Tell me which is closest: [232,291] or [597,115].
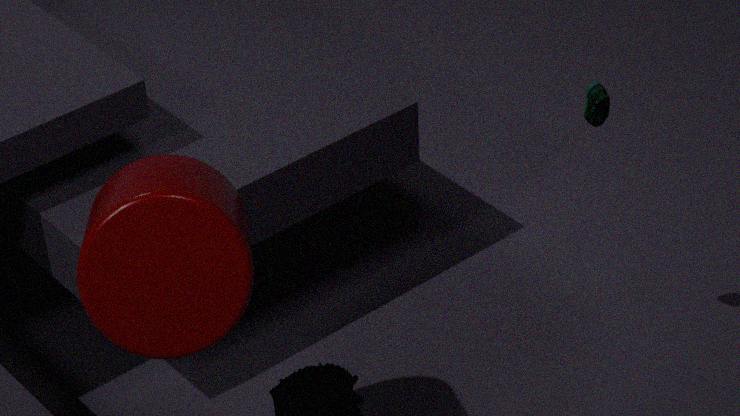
[232,291]
